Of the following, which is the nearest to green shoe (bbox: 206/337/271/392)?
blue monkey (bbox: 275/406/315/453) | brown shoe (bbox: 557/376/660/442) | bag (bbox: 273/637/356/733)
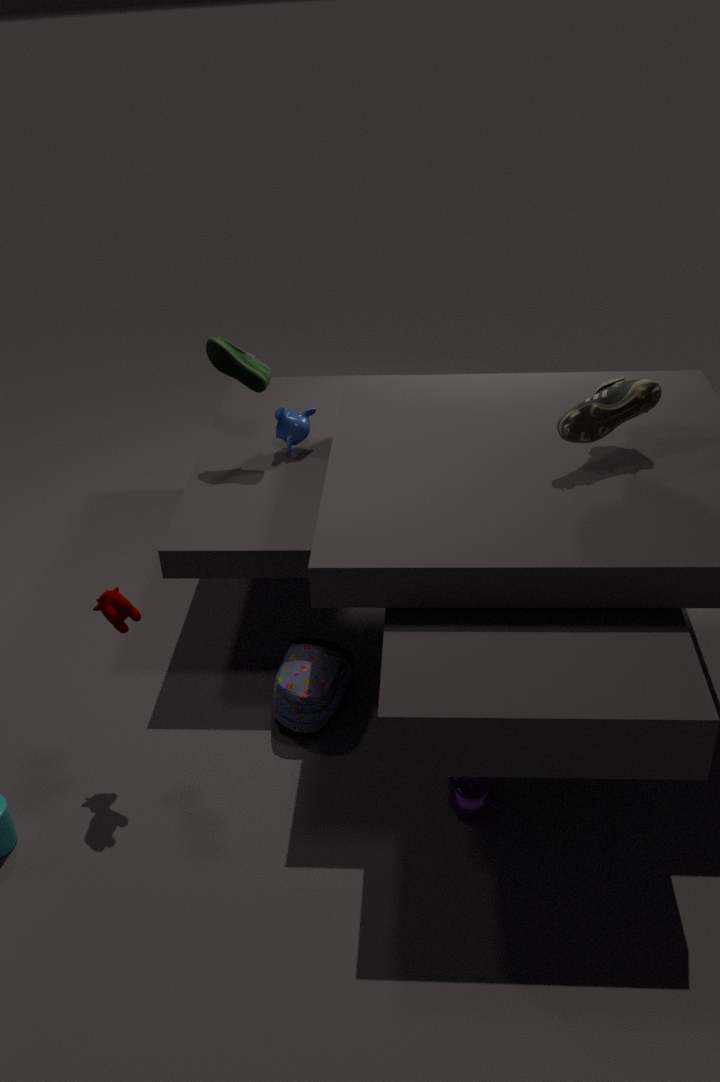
blue monkey (bbox: 275/406/315/453)
